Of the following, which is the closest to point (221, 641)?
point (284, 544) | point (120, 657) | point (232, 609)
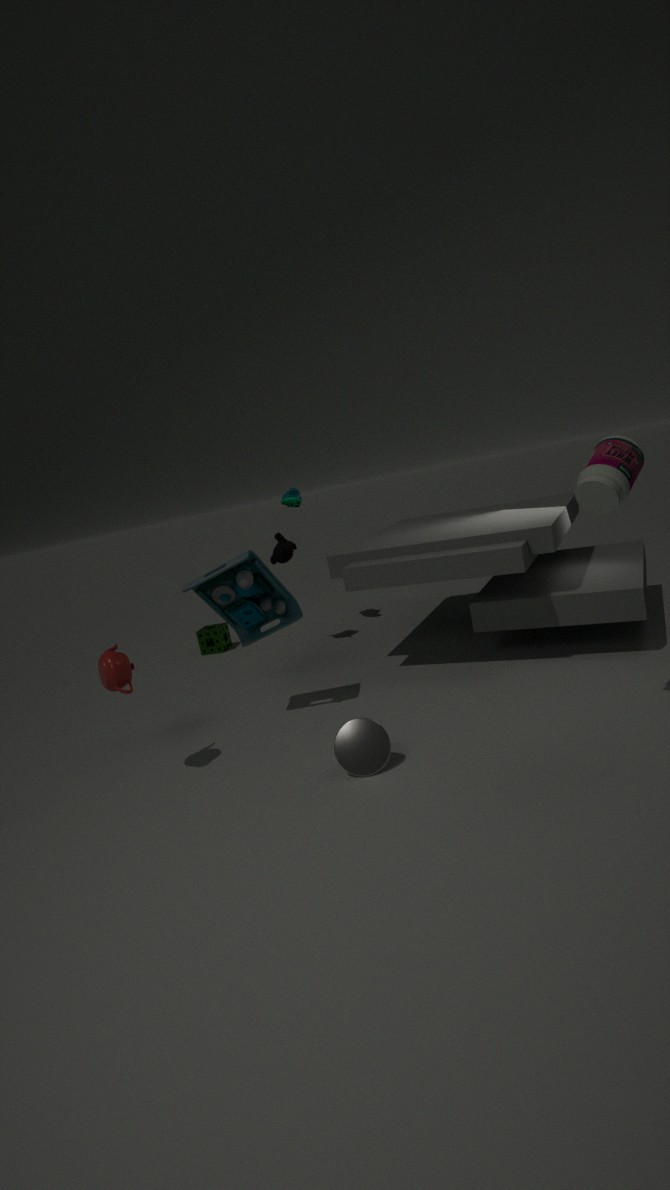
point (284, 544)
